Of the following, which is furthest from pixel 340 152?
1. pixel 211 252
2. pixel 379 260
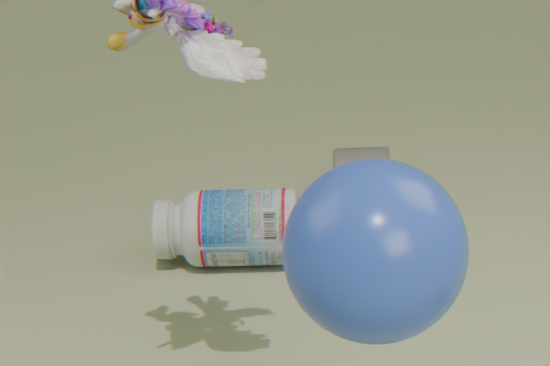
pixel 379 260
